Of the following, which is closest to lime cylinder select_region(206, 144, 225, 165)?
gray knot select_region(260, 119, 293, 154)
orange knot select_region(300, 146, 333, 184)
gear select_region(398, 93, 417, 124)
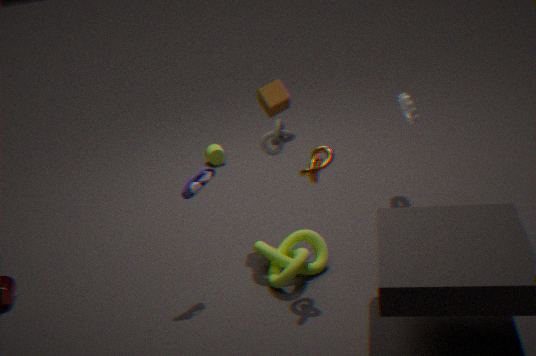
gray knot select_region(260, 119, 293, 154)
